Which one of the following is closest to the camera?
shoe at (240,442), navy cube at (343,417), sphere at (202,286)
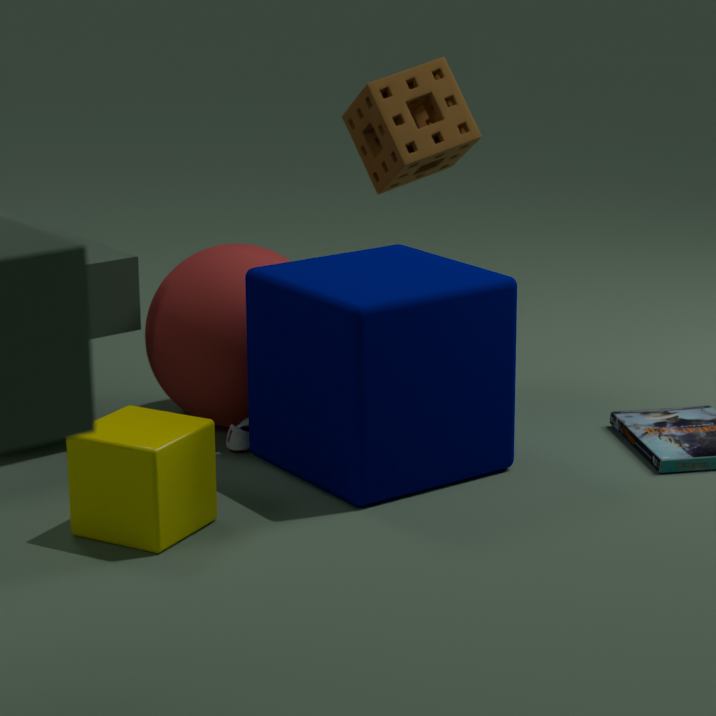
navy cube at (343,417)
